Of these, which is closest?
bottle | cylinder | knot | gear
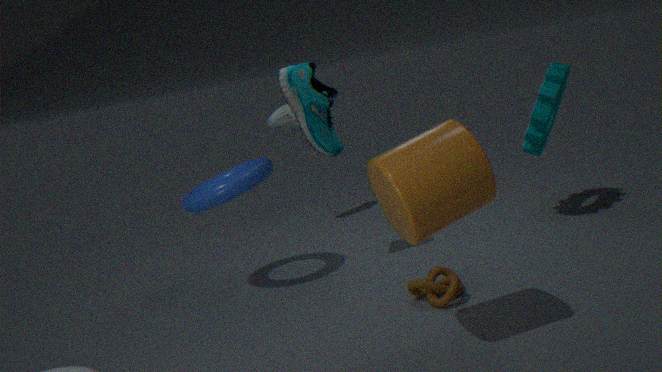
cylinder
